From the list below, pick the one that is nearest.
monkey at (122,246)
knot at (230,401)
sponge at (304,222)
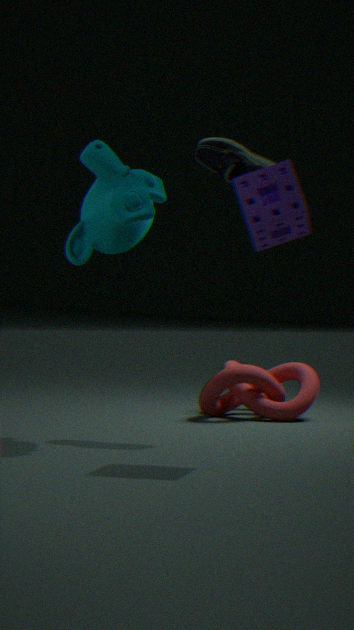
sponge at (304,222)
